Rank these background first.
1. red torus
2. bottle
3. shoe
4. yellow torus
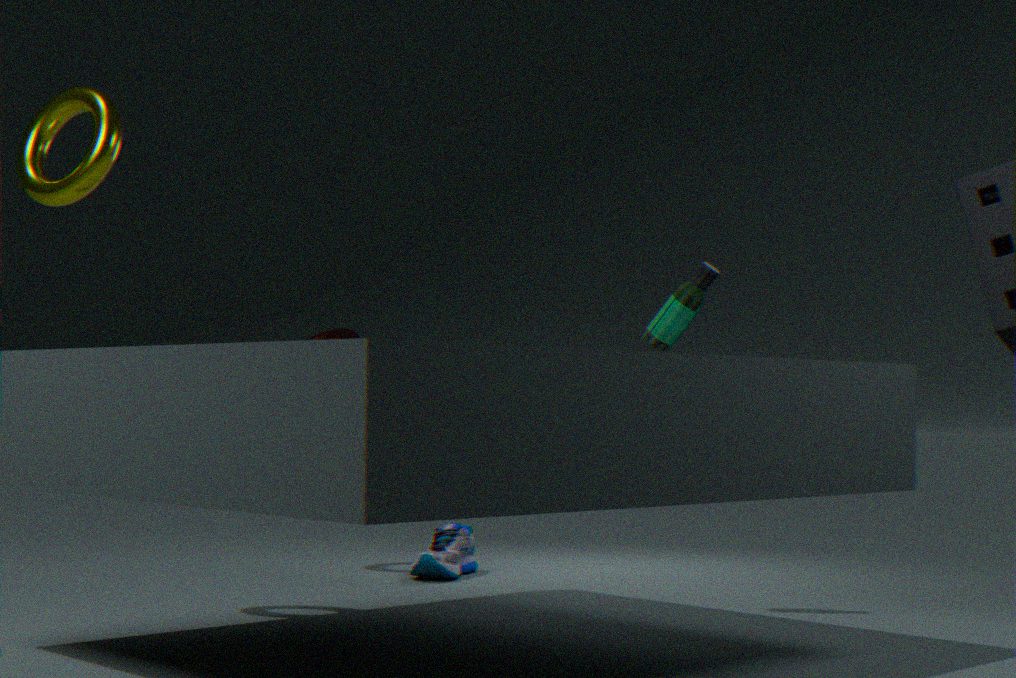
red torus → shoe → bottle → yellow torus
